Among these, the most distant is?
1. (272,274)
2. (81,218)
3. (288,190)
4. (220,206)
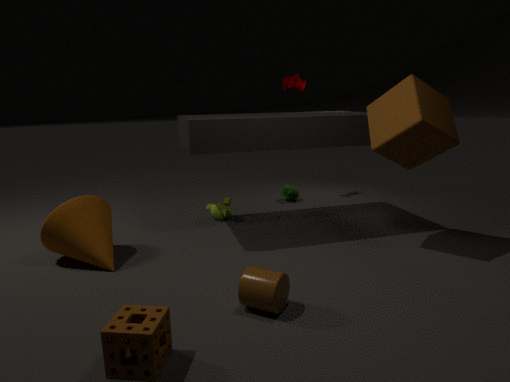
(288,190)
